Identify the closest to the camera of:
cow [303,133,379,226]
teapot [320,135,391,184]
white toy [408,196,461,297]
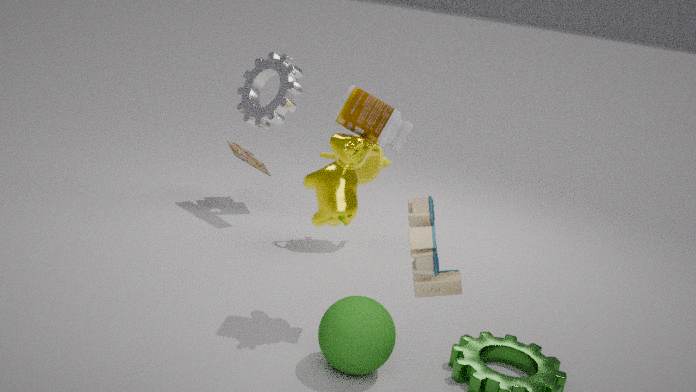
white toy [408,196,461,297]
